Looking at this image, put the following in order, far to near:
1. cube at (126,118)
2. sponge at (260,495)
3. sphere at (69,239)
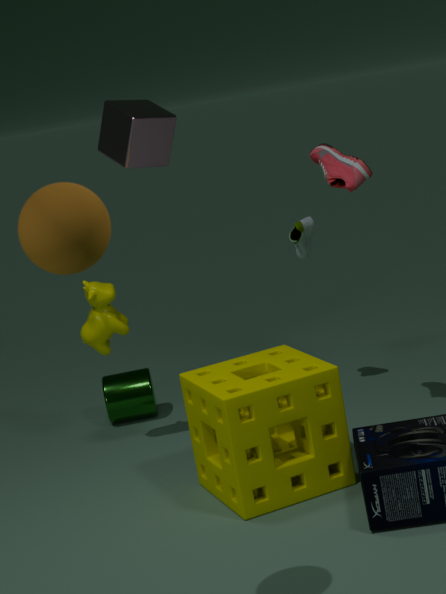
1. cube at (126,118)
2. sponge at (260,495)
3. sphere at (69,239)
